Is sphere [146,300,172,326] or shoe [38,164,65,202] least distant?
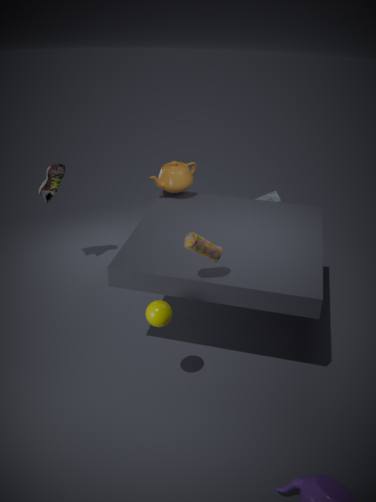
sphere [146,300,172,326]
